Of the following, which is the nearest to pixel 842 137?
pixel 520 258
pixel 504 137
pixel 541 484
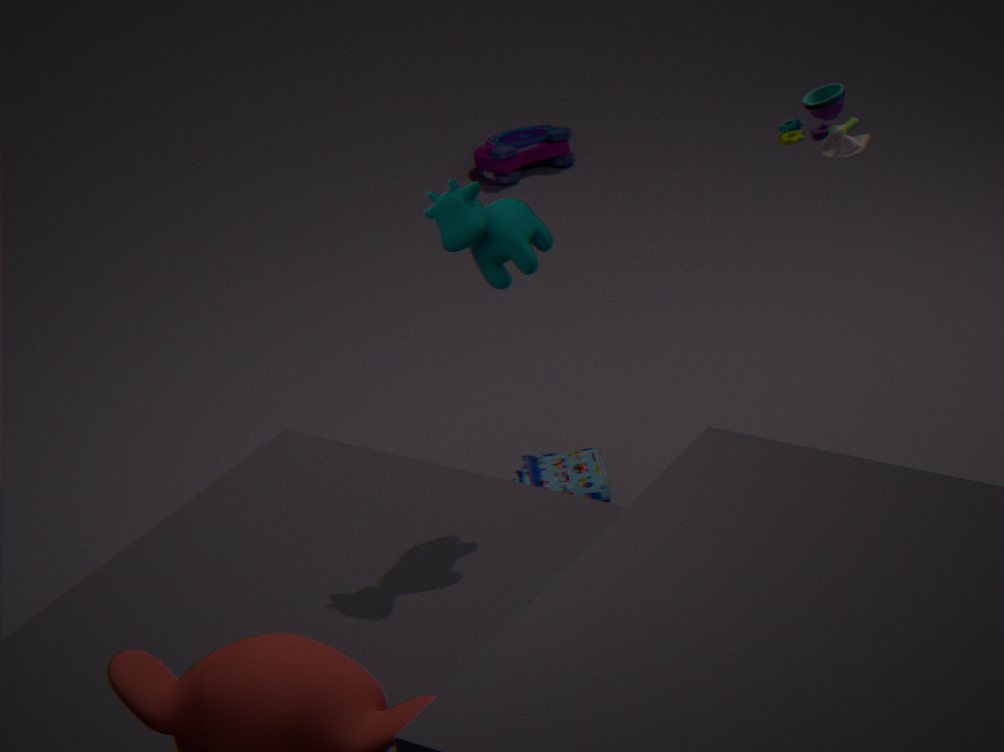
pixel 541 484
